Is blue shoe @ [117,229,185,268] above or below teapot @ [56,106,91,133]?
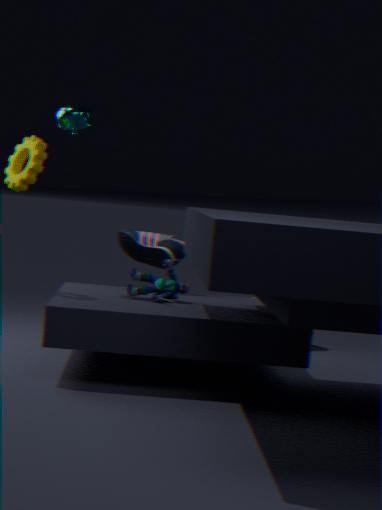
below
